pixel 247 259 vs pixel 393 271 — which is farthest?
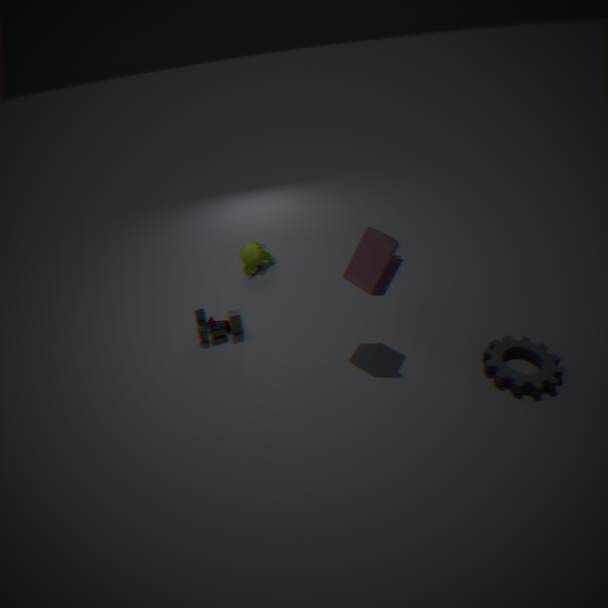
pixel 247 259
